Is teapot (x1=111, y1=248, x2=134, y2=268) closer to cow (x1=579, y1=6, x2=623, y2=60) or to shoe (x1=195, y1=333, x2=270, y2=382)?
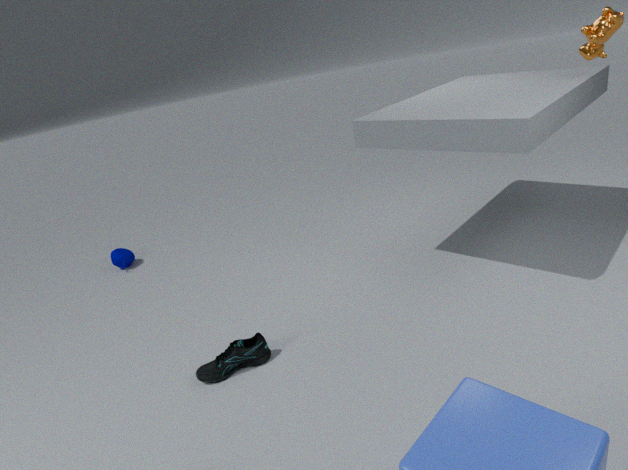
shoe (x1=195, y1=333, x2=270, y2=382)
